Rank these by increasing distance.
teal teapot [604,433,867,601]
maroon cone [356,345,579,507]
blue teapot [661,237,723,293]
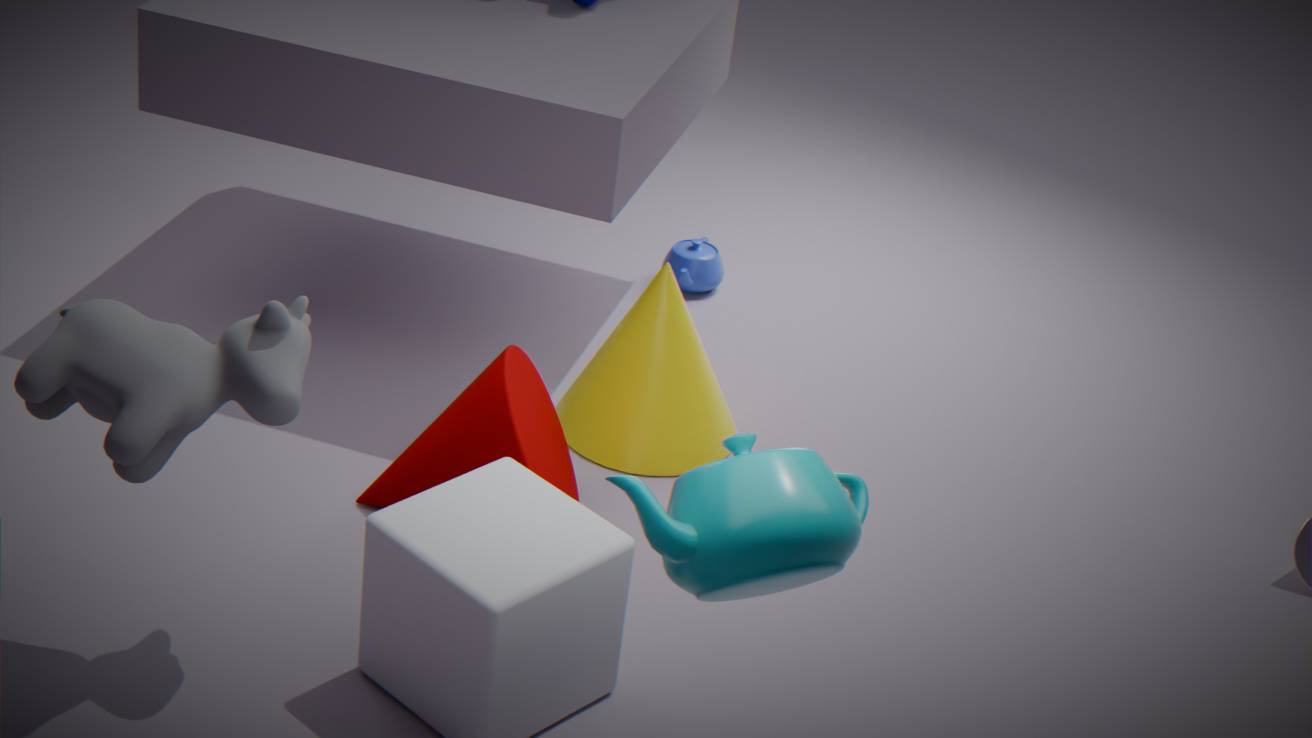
teal teapot [604,433,867,601] < maroon cone [356,345,579,507] < blue teapot [661,237,723,293]
